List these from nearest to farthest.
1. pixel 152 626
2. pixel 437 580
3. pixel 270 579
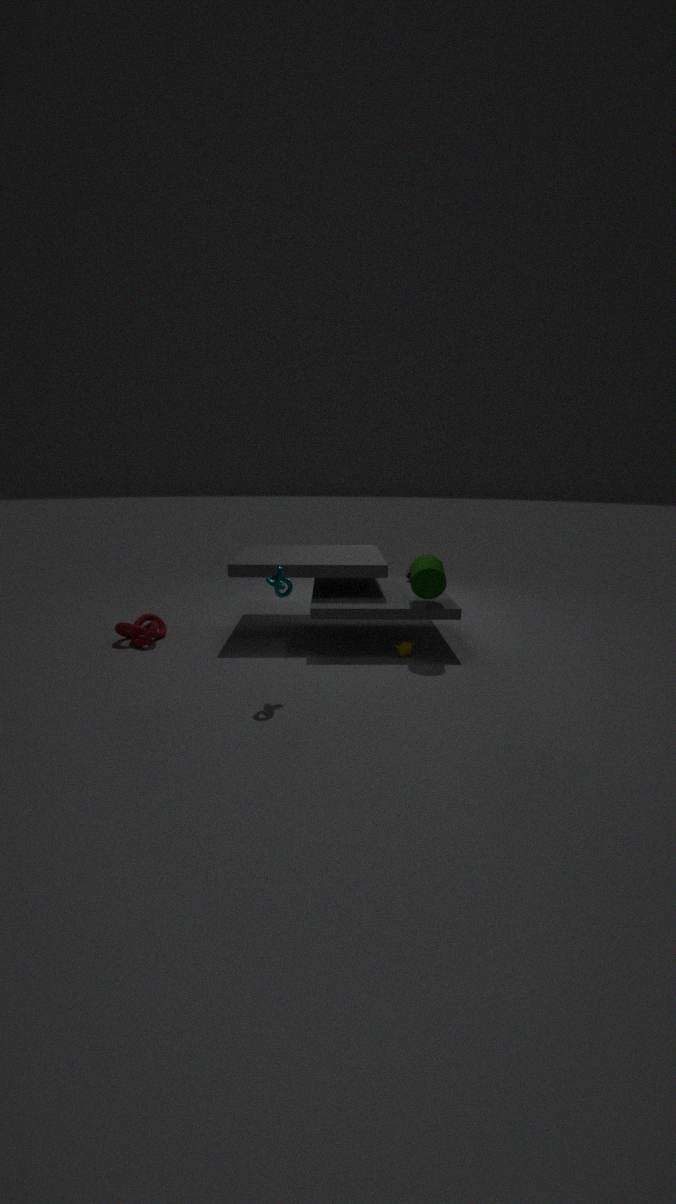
pixel 270 579 → pixel 437 580 → pixel 152 626
